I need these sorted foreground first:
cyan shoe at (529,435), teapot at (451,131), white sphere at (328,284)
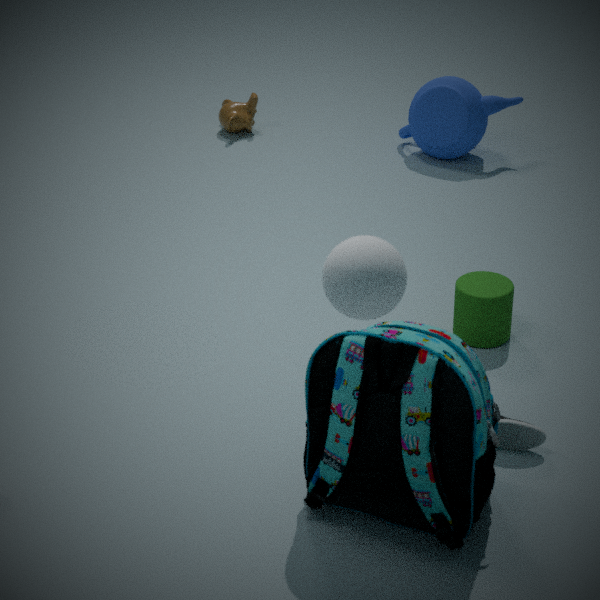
white sphere at (328,284) → cyan shoe at (529,435) → teapot at (451,131)
